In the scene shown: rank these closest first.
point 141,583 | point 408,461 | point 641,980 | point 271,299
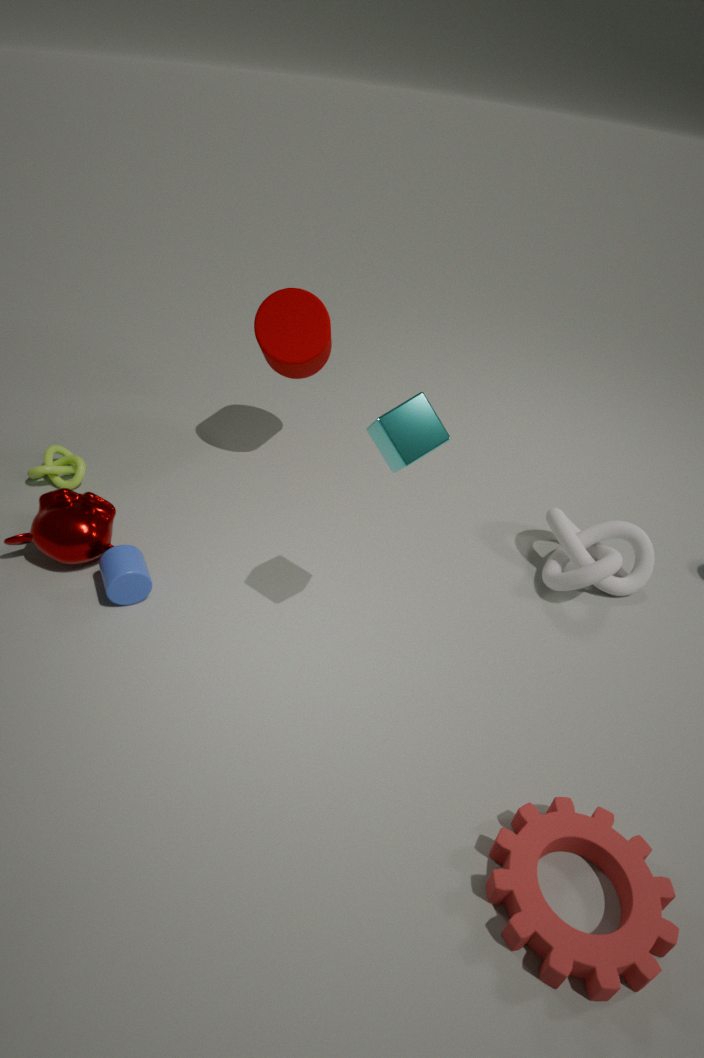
1. point 641,980
2. point 408,461
3. point 141,583
4. point 271,299
